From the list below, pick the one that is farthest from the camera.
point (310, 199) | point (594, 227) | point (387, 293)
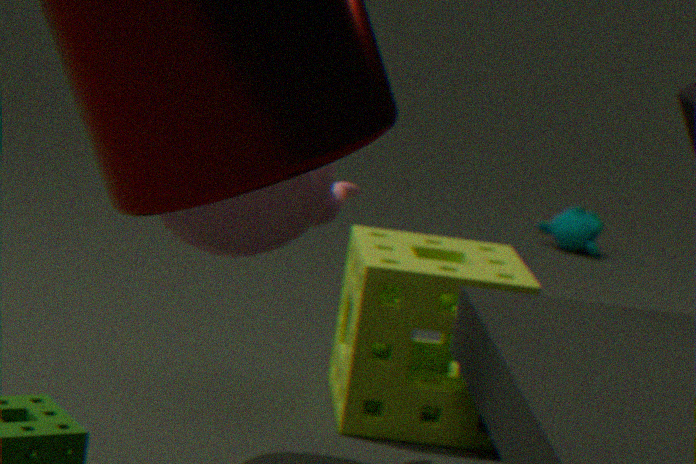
point (594, 227)
